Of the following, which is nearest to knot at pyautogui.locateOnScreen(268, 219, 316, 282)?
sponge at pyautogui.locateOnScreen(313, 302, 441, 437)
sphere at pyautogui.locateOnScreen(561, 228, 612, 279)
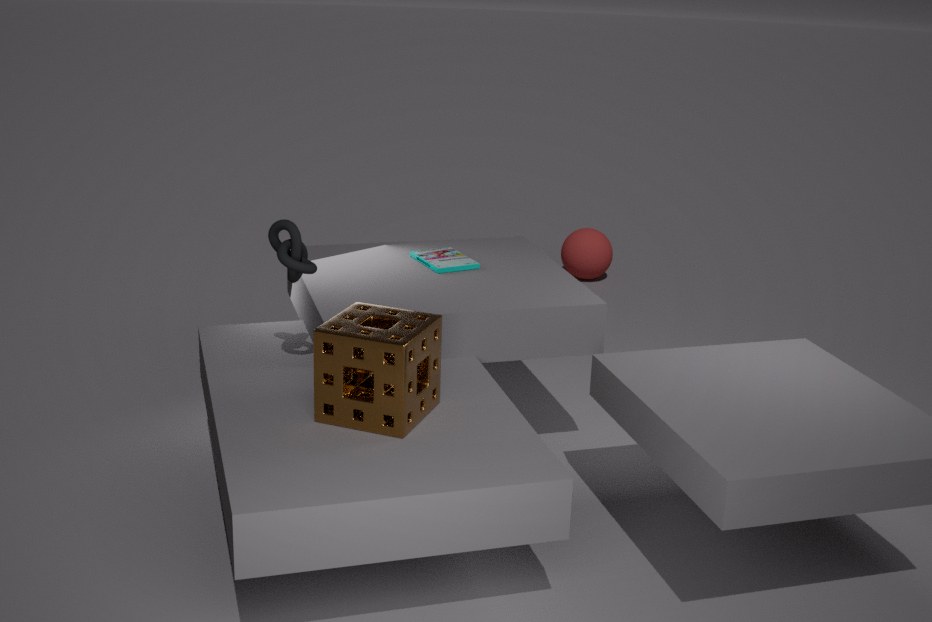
sponge at pyautogui.locateOnScreen(313, 302, 441, 437)
